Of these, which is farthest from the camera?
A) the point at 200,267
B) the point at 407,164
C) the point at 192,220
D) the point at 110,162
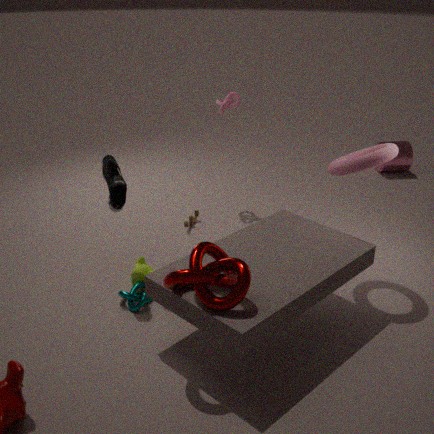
the point at 407,164
